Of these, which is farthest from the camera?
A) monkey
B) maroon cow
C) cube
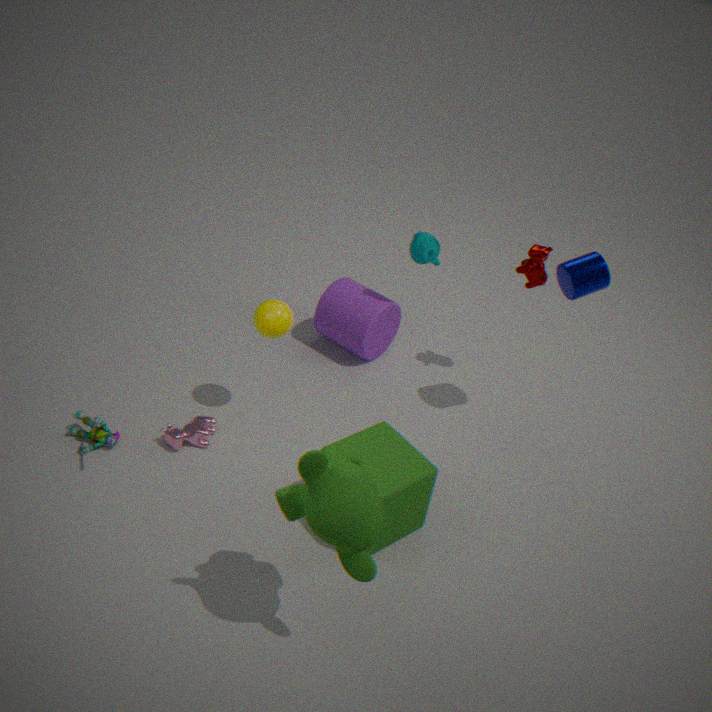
maroon cow
